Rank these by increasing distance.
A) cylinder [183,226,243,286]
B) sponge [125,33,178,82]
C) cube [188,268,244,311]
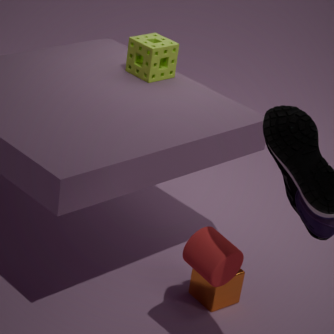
cylinder [183,226,243,286] → cube [188,268,244,311] → sponge [125,33,178,82]
